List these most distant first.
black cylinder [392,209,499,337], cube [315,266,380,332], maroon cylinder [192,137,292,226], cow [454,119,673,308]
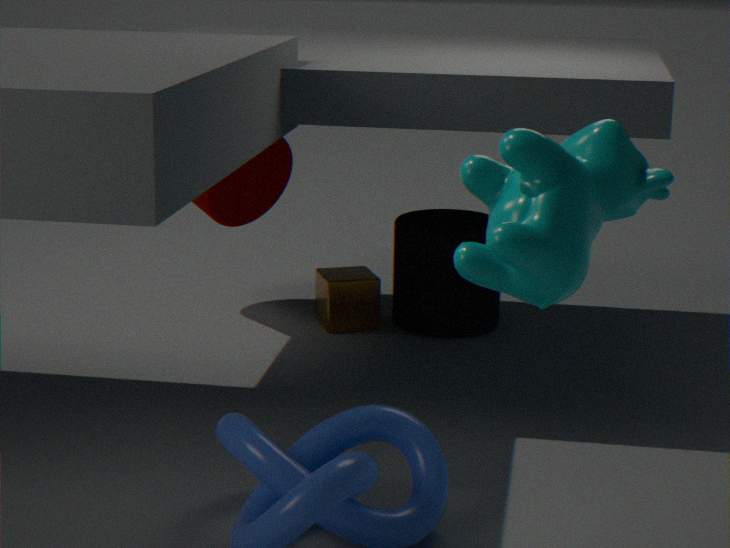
maroon cylinder [192,137,292,226] → cube [315,266,380,332] → black cylinder [392,209,499,337] → cow [454,119,673,308]
